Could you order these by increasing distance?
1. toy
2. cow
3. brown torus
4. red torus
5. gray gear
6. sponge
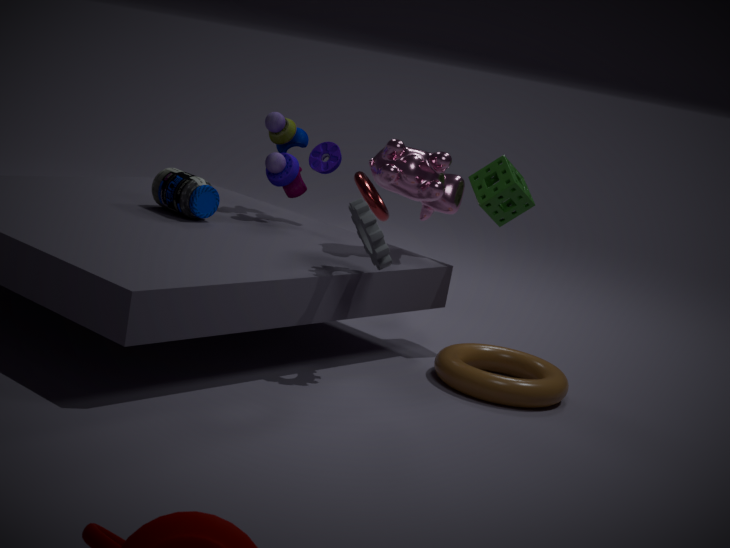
gray gear < brown torus < cow < sponge < toy < red torus
